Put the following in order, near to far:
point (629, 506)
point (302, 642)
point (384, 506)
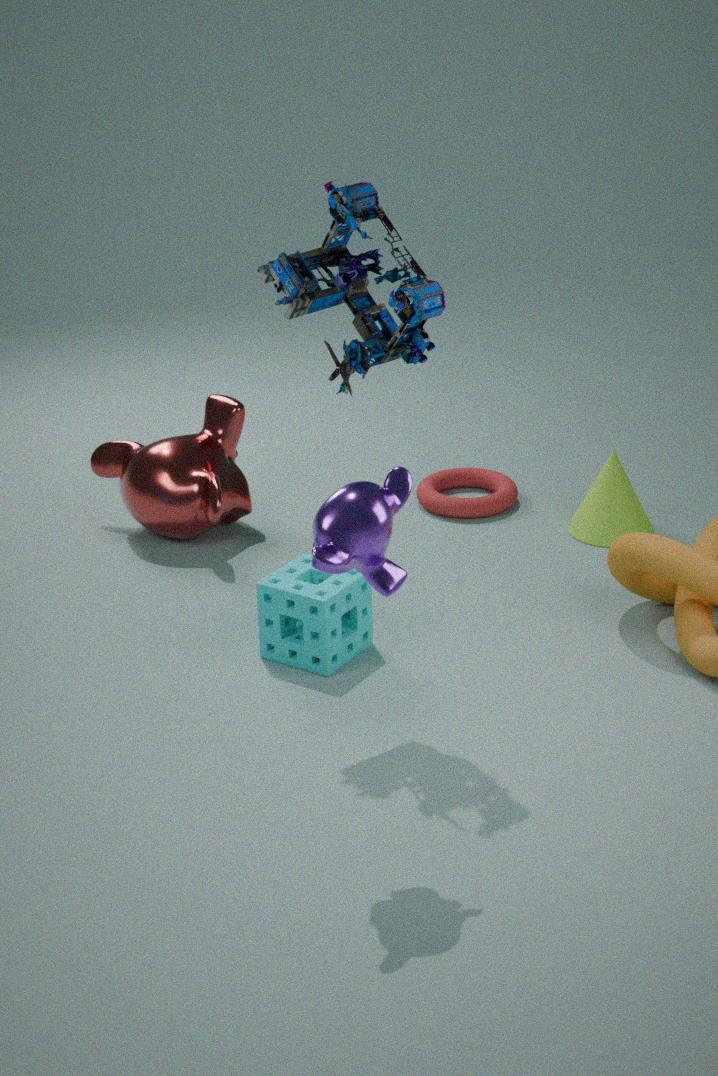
1. point (384, 506)
2. point (302, 642)
3. point (629, 506)
